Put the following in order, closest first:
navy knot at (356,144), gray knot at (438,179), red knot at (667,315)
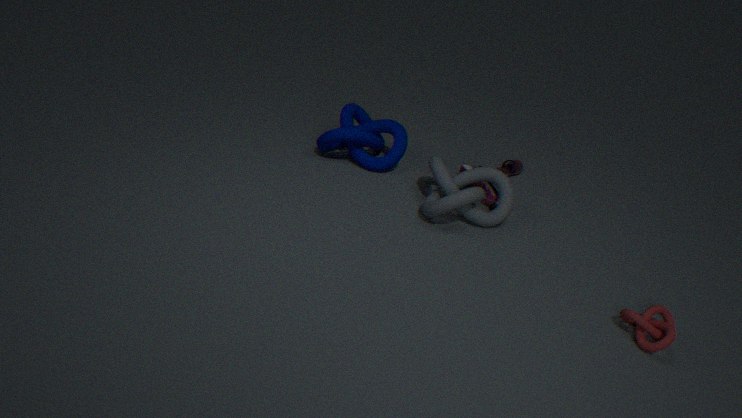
red knot at (667,315) → gray knot at (438,179) → navy knot at (356,144)
